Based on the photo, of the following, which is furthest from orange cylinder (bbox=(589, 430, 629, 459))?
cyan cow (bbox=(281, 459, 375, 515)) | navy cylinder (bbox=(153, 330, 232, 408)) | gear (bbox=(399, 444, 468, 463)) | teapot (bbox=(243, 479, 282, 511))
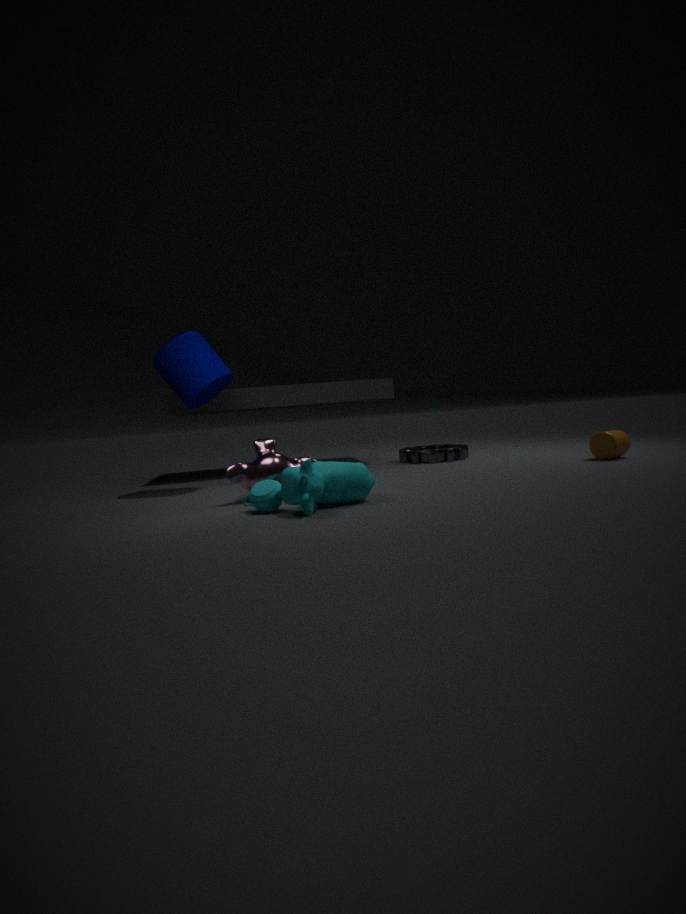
navy cylinder (bbox=(153, 330, 232, 408))
